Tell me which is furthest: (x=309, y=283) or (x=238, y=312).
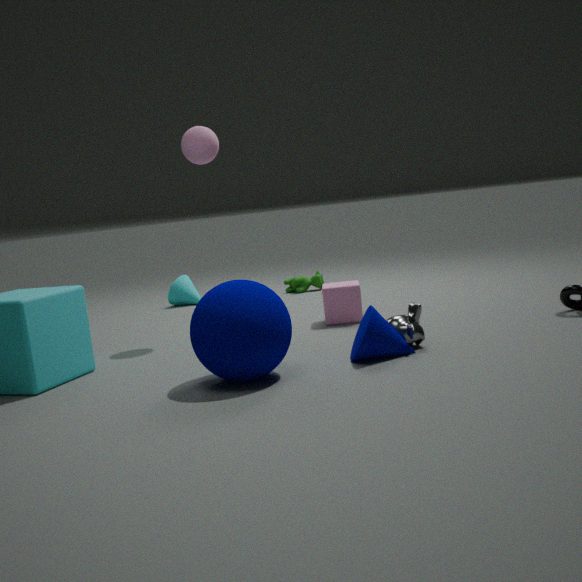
(x=309, y=283)
